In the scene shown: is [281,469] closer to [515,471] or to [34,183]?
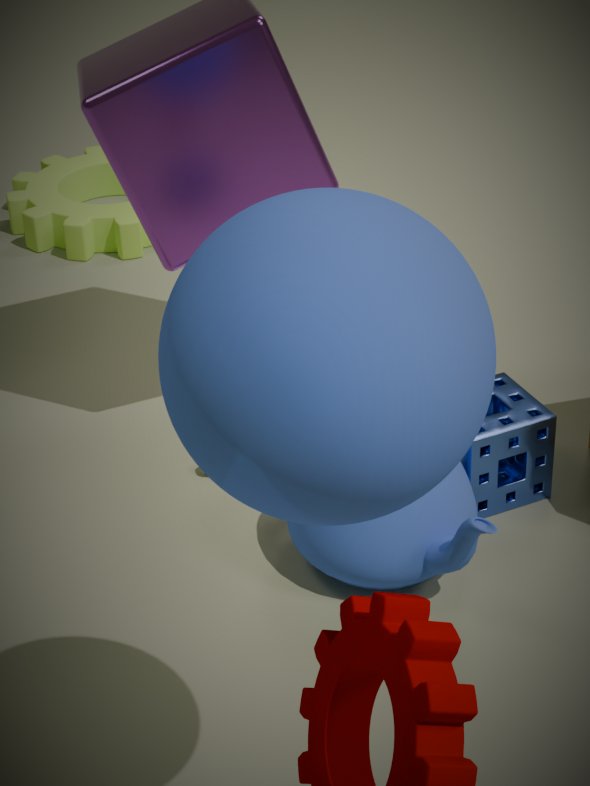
[515,471]
